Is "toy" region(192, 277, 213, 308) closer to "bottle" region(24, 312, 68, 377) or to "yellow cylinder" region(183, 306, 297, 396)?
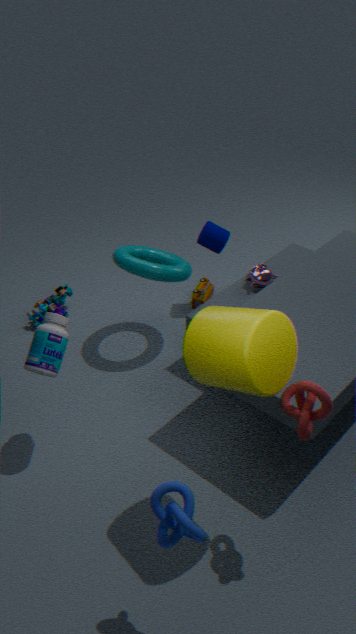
"bottle" region(24, 312, 68, 377)
